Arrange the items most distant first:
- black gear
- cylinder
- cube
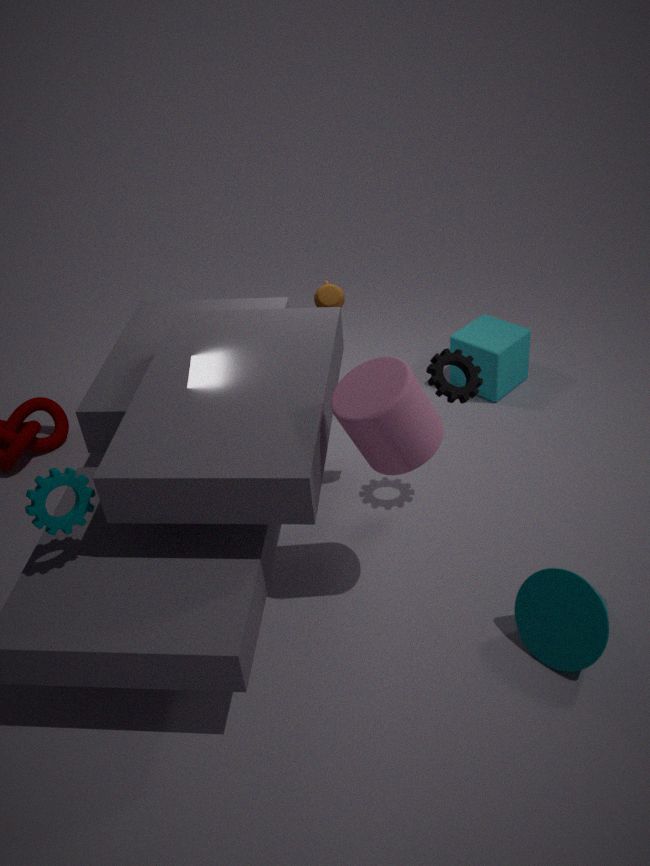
cube < black gear < cylinder
